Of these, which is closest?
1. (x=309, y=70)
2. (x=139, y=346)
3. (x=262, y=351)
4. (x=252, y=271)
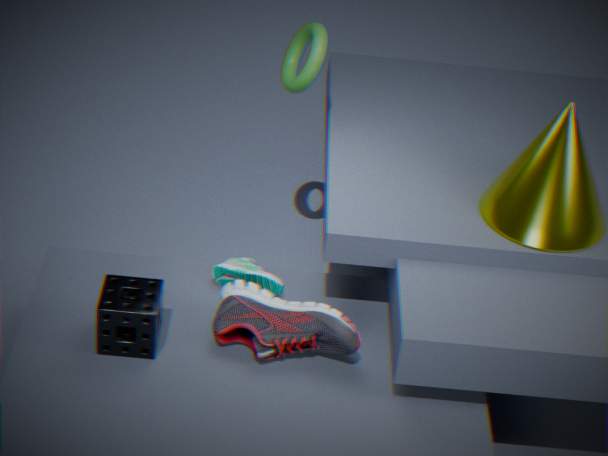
(x=139, y=346)
